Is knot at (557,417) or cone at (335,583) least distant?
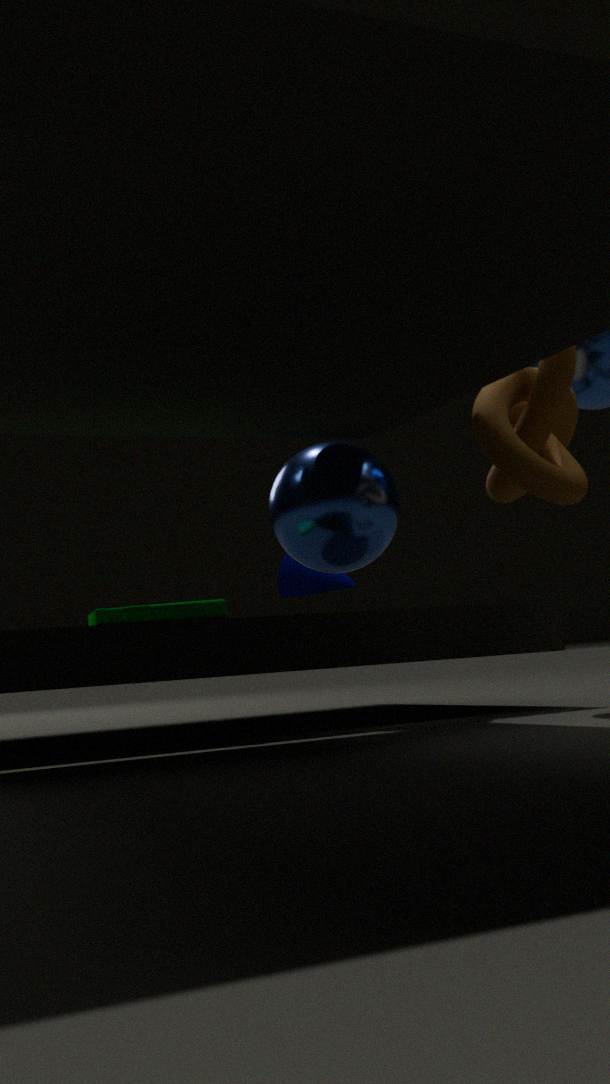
knot at (557,417)
